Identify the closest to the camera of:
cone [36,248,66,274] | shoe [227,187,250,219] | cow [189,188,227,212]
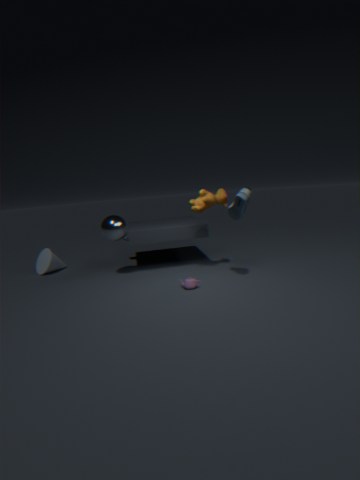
shoe [227,187,250,219]
